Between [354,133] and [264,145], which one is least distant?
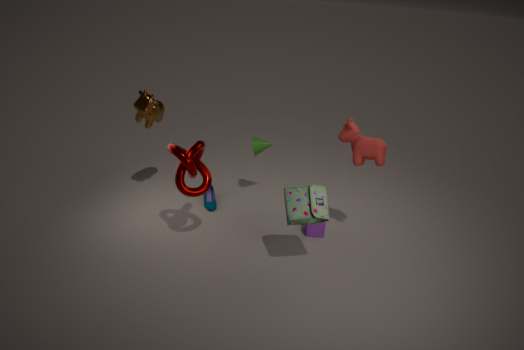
[354,133]
